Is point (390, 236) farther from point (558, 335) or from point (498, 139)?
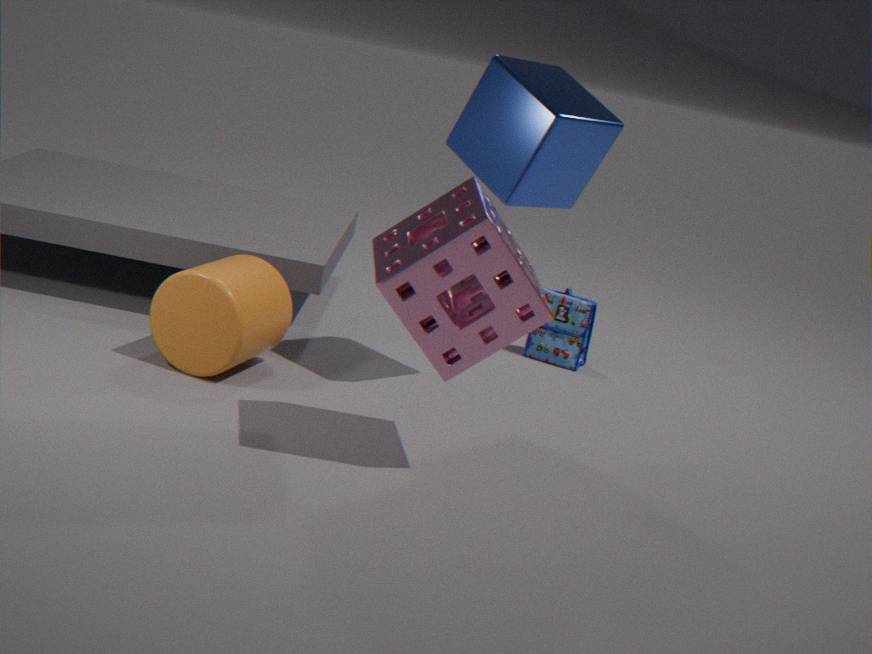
point (558, 335)
